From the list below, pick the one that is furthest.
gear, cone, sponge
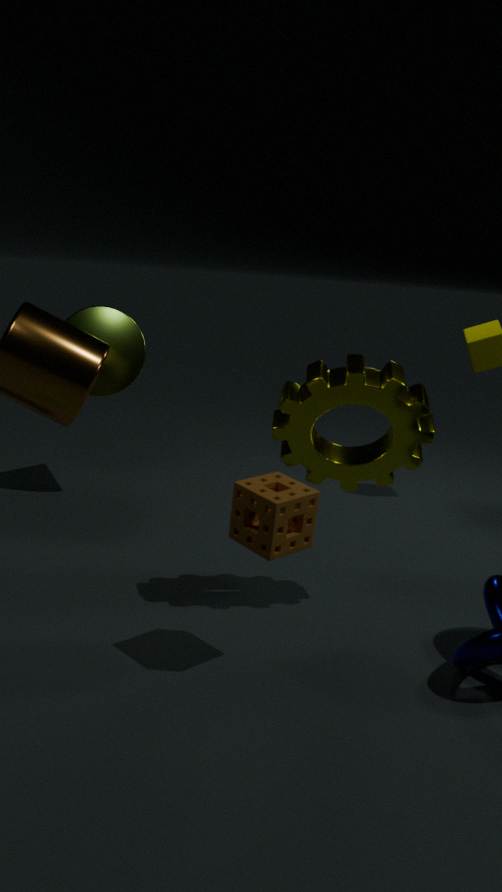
cone
